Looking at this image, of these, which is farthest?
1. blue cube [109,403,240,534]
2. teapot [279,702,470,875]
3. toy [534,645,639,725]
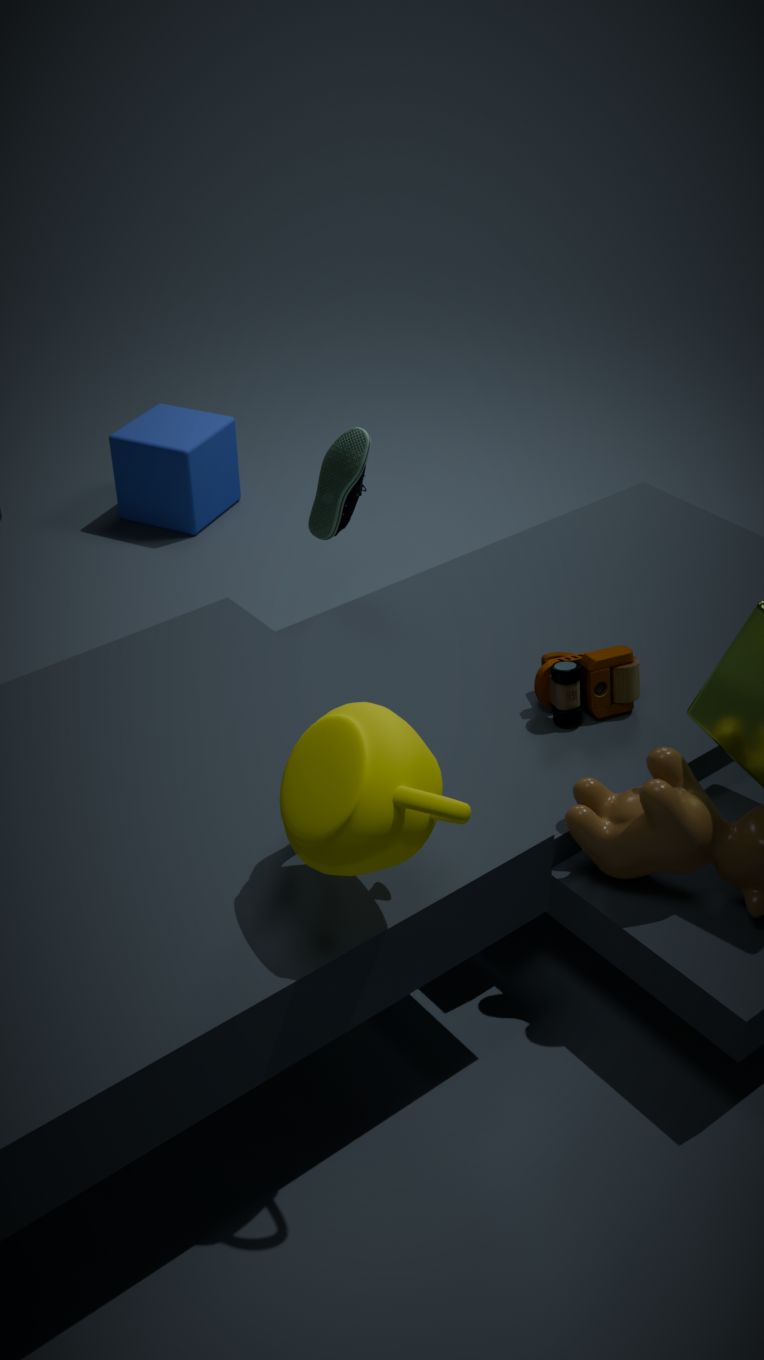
blue cube [109,403,240,534]
